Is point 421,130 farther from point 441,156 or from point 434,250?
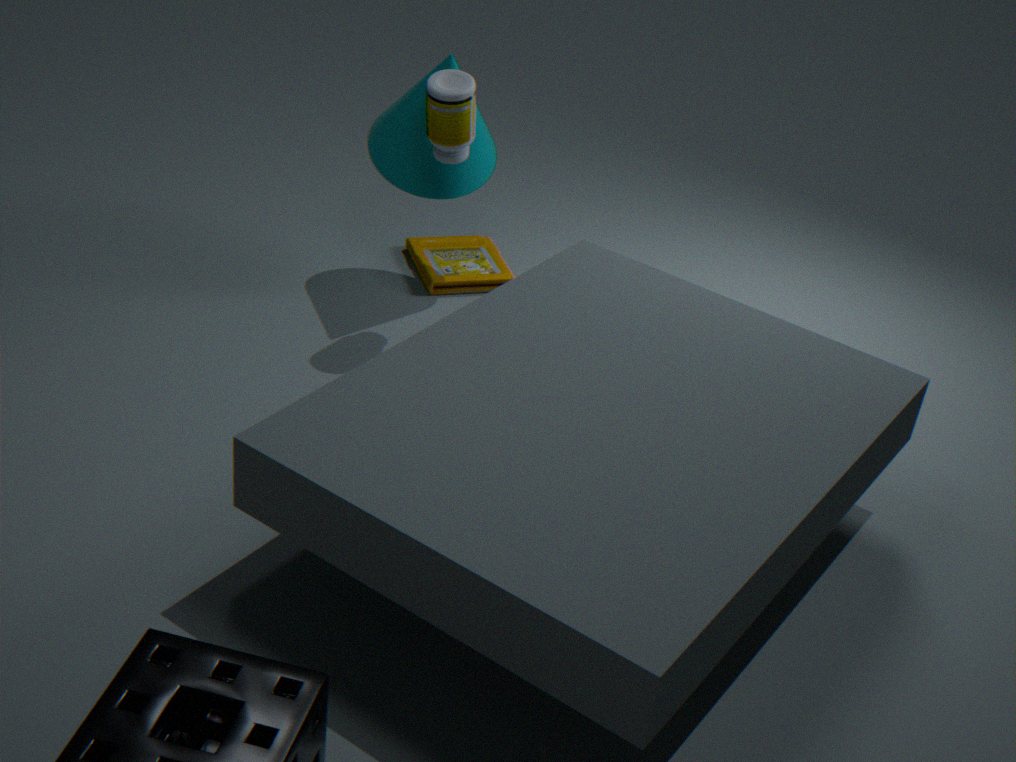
point 434,250
